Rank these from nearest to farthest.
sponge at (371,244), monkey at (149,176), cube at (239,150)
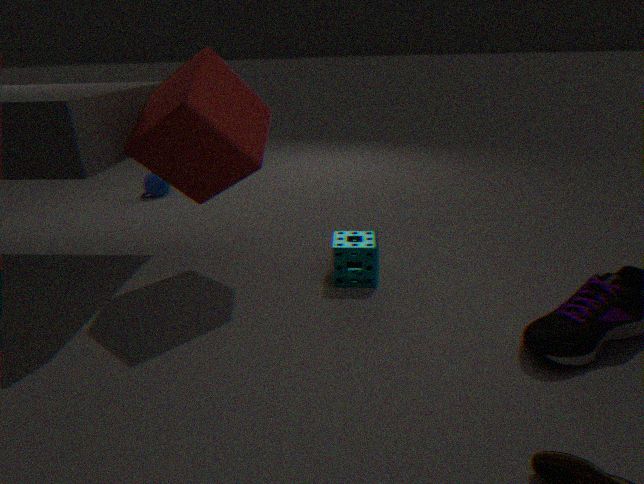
cube at (239,150) < sponge at (371,244) < monkey at (149,176)
